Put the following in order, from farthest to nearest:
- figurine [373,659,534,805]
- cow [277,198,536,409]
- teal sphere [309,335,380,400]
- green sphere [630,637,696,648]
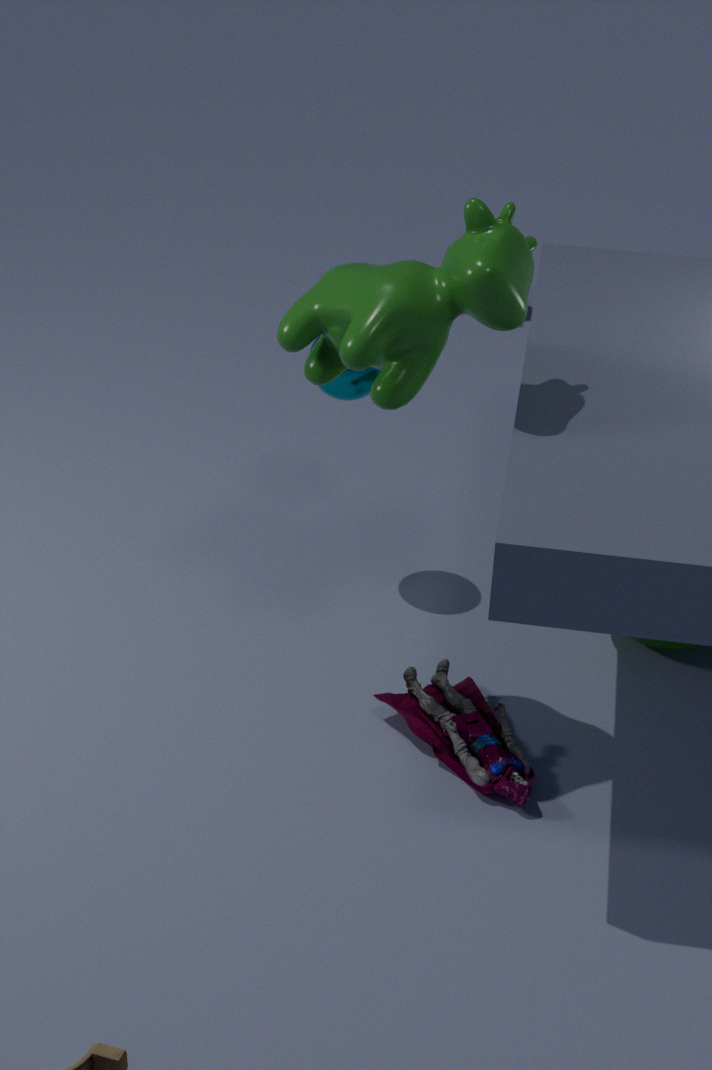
teal sphere [309,335,380,400]
green sphere [630,637,696,648]
figurine [373,659,534,805]
cow [277,198,536,409]
